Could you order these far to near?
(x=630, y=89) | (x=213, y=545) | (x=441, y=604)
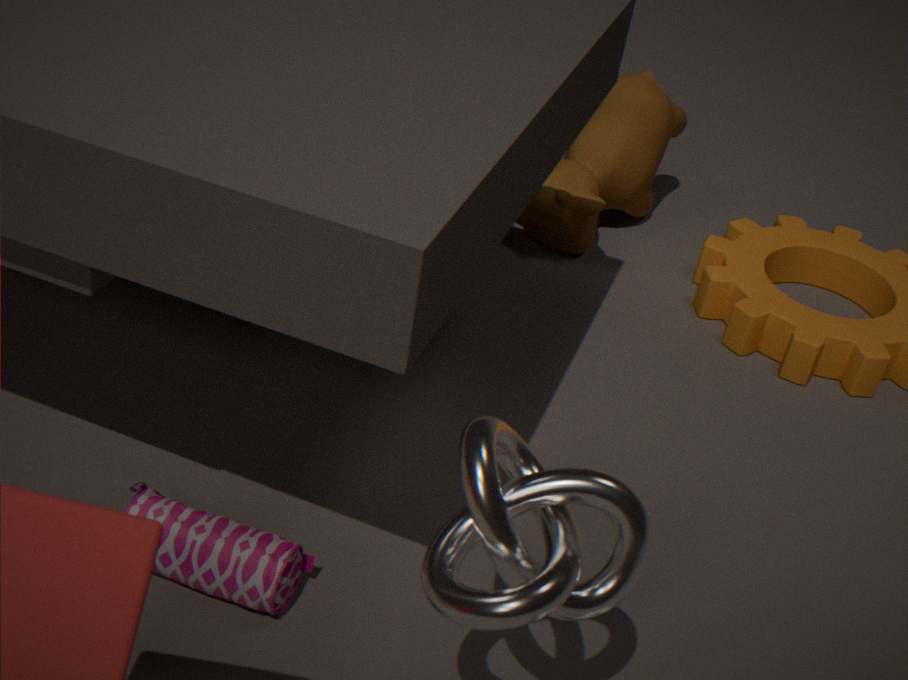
1. (x=630, y=89)
2. (x=213, y=545)
3. (x=441, y=604)
